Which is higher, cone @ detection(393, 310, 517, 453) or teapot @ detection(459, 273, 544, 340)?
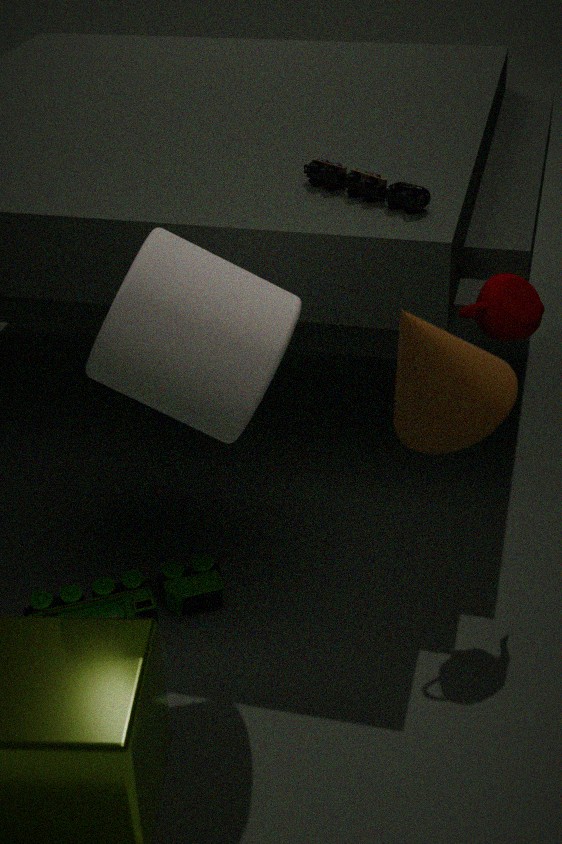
cone @ detection(393, 310, 517, 453)
